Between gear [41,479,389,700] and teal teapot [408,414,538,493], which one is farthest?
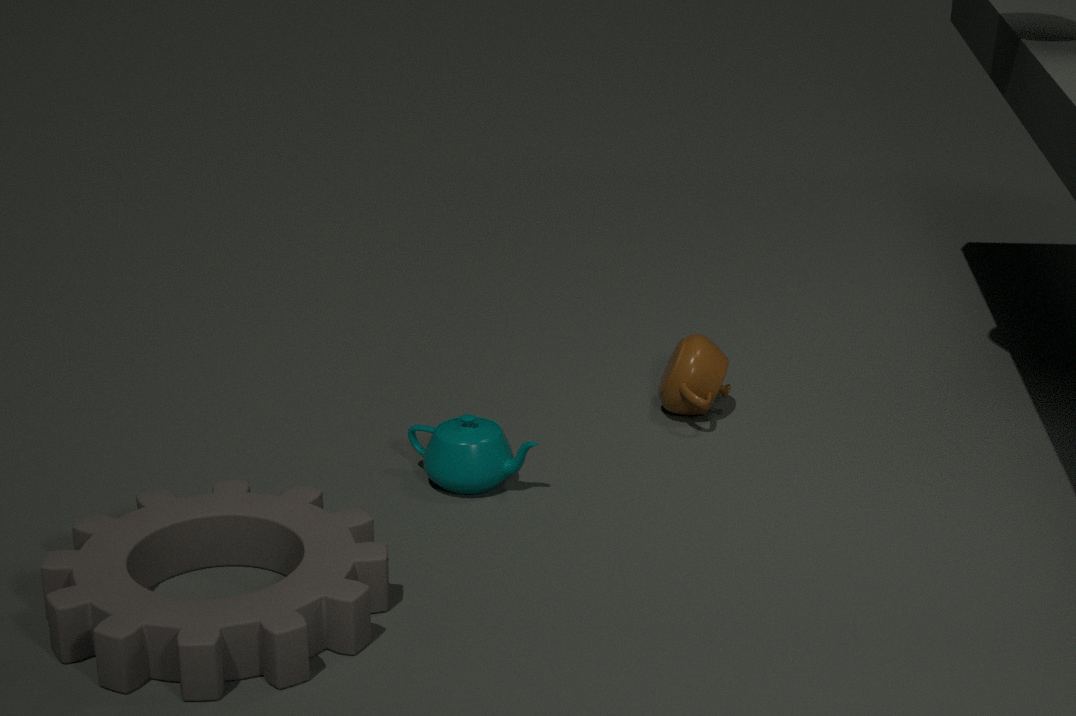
teal teapot [408,414,538,493]
